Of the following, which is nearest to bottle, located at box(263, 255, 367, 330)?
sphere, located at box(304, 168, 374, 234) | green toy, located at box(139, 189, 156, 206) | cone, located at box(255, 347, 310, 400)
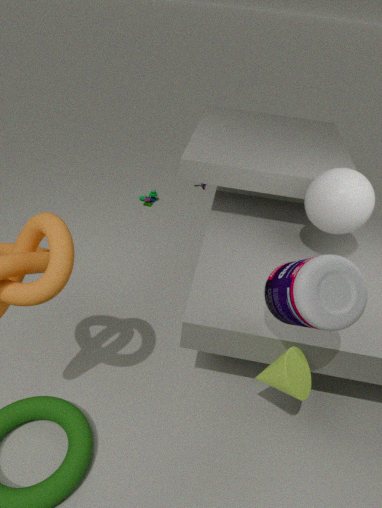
cone, located at box(255, 347, 310, 400)
